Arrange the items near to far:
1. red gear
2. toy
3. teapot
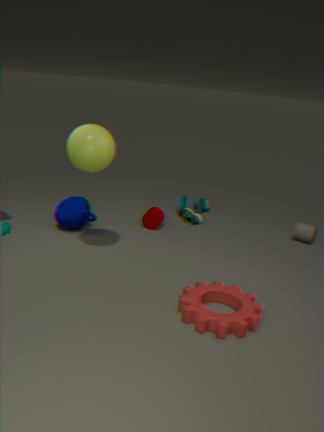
red gear, teapot, toy
